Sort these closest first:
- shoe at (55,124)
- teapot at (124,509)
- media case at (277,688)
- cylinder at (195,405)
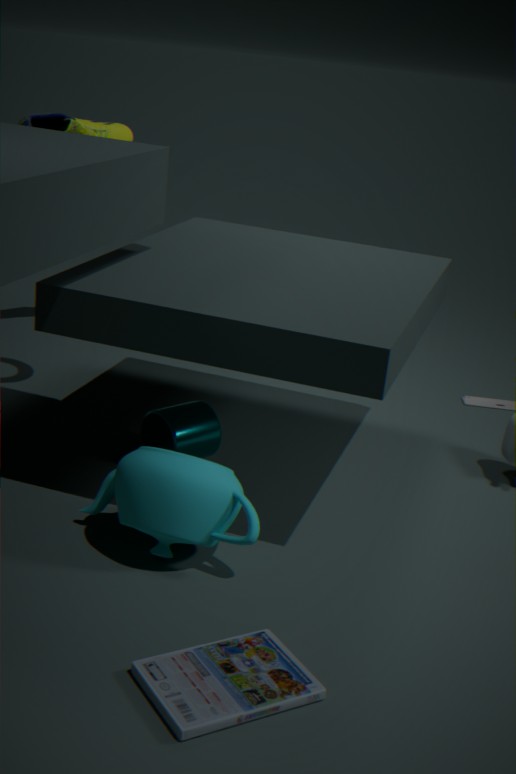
media case at (277,688) → teapot at (124,509) → cylinder at (195,405) → shoe at (55,124)
